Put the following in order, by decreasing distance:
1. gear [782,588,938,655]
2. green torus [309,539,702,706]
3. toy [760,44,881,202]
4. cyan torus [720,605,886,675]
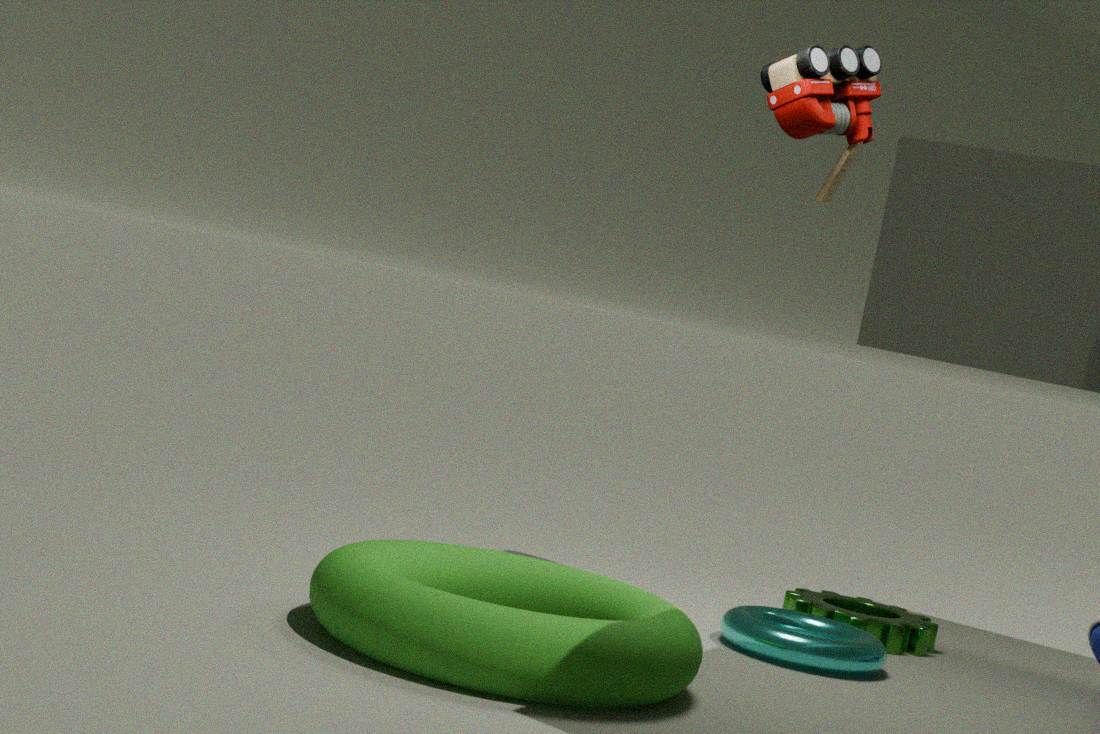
gear [782,588,938,655] → toy [760,44,881,202] → cyan torus [720,605,886,675] → green torus [309,539,702,706]
